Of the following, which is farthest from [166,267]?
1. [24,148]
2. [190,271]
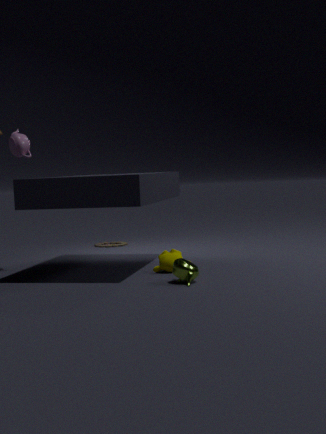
[24,148]
